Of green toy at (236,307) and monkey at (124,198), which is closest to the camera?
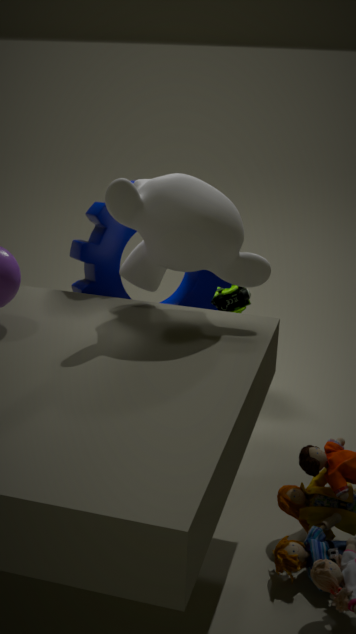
monkey at (124,198)
